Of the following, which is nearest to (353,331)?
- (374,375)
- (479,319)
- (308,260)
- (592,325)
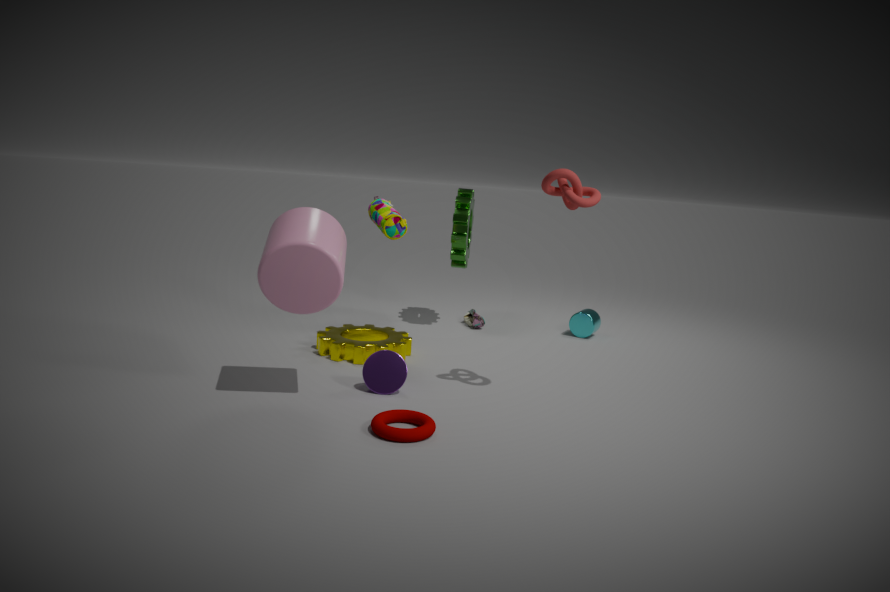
(374,375)
